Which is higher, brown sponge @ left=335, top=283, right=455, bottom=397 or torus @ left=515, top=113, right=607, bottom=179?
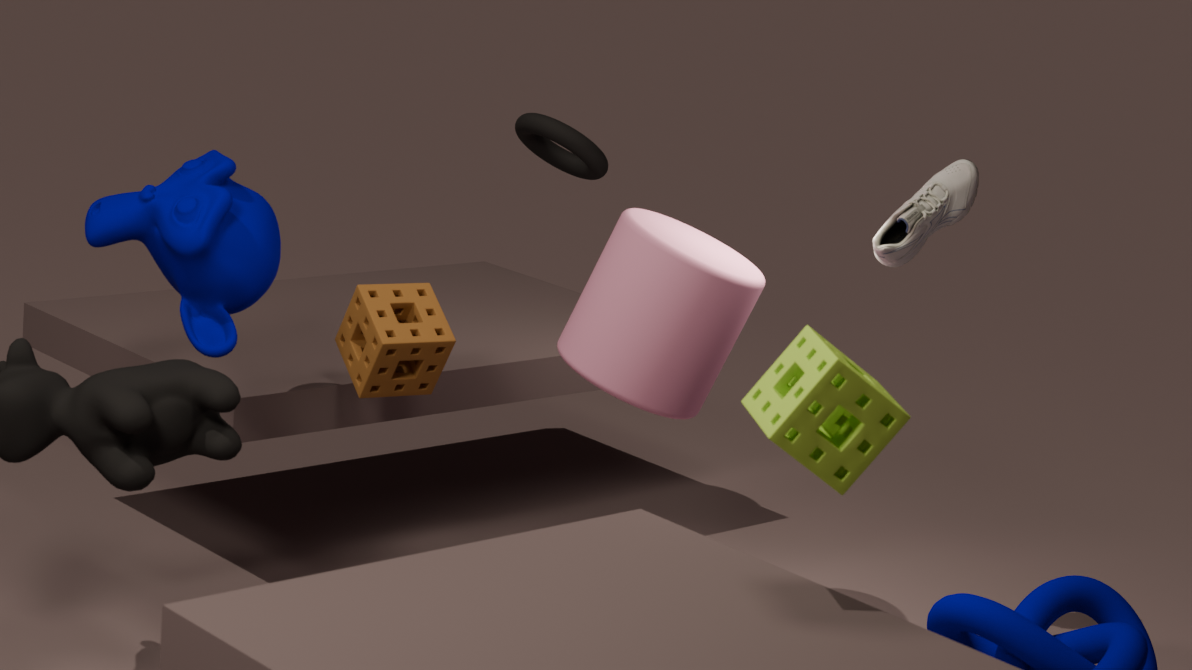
torus @ left=515, top=113, right=607, bottom=179
